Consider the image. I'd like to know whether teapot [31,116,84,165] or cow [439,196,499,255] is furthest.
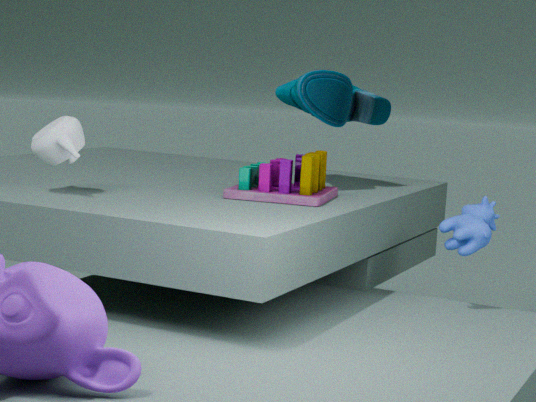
cow [439,196,499,255]
